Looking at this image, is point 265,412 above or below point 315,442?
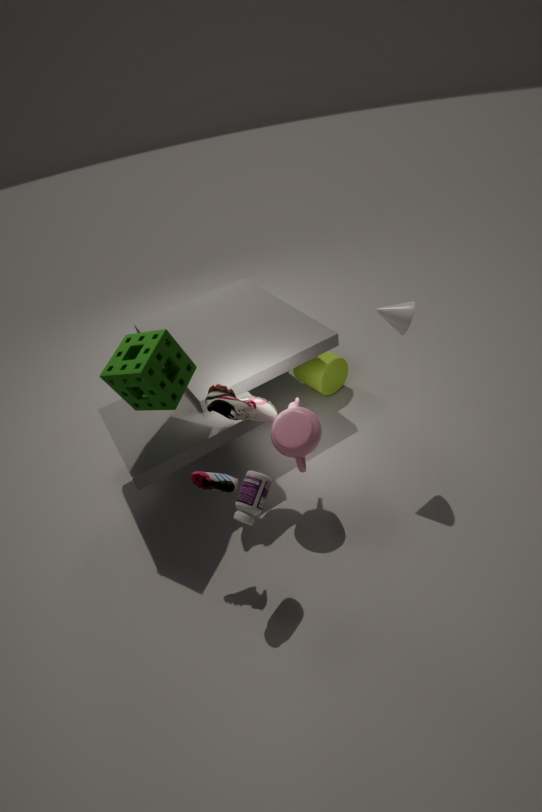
above
